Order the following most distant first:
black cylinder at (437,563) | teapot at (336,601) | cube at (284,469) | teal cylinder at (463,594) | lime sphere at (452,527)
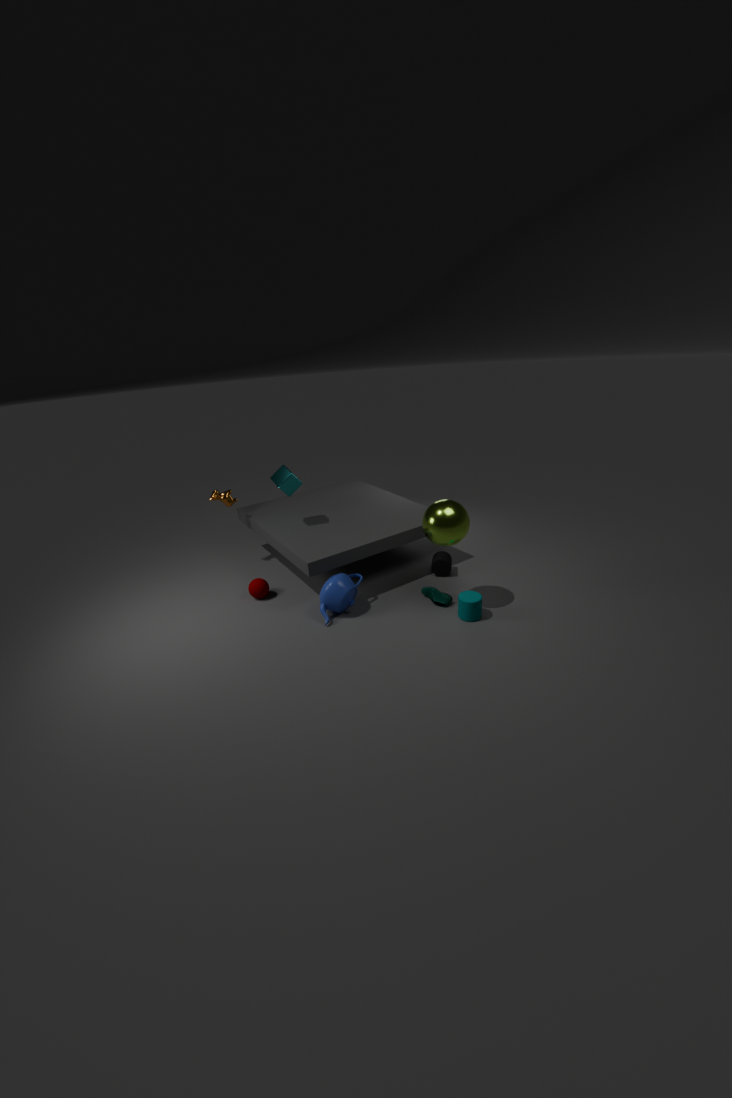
black cylinder at (437,563) < cube at (284,469) < teapot at (336,601) < teal cylinder at (463,594) < lime sphere at (452,527)
